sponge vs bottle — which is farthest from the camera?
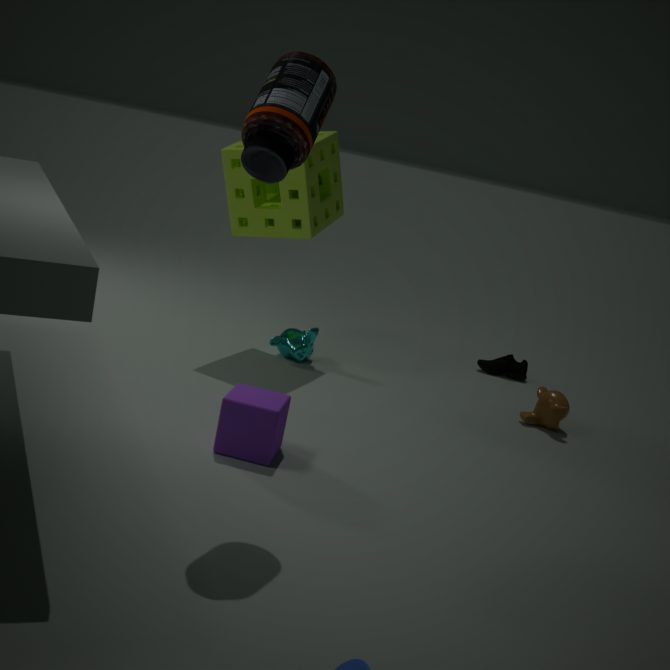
sponge
